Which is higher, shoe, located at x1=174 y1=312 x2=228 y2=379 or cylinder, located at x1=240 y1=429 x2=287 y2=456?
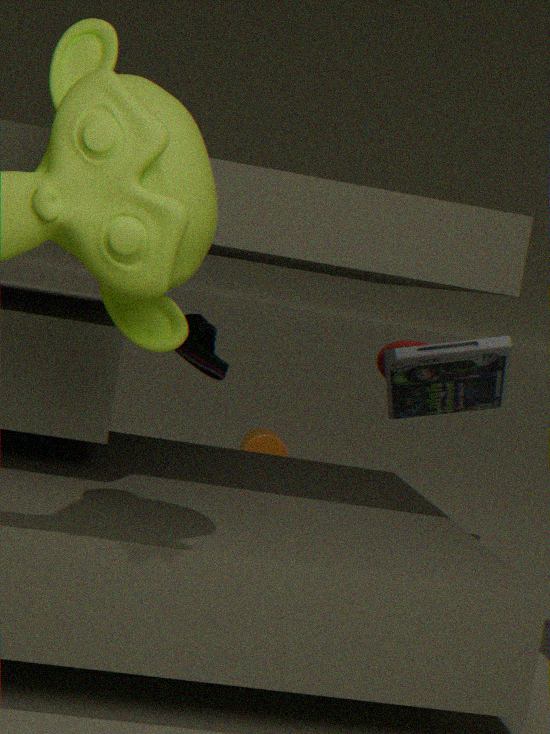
shoe, located at x1=174 y1=312 x2=228 y2=379
